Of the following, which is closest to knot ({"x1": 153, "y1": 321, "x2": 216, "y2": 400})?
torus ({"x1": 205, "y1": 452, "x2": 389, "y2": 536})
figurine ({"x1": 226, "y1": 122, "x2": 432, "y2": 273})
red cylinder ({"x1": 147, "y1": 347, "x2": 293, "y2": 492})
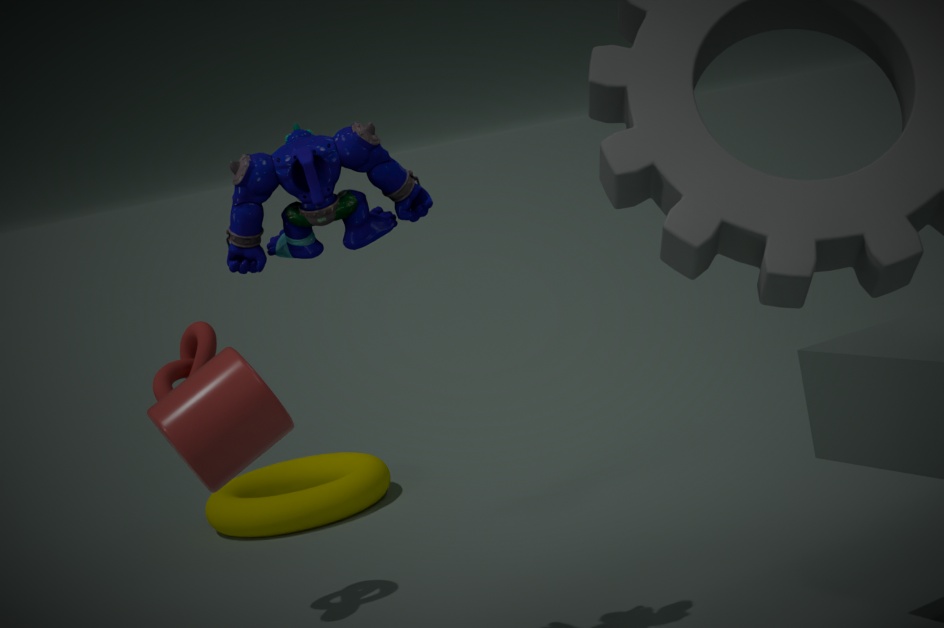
figurine ({"x1": 226, "y1": 122, "x2": 432, "y2": 273})
